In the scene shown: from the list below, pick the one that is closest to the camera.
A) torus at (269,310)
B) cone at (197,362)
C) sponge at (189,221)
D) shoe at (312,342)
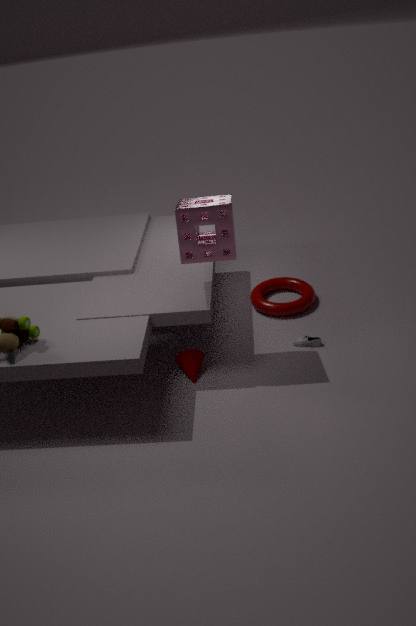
sponge at (189,221)
